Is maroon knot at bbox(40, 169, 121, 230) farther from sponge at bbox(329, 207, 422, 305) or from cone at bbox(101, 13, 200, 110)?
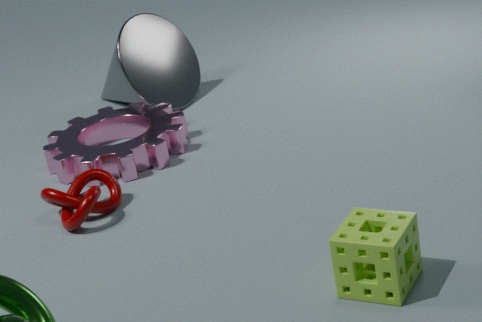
sponge at bbox(329, 207, 422, 305)
